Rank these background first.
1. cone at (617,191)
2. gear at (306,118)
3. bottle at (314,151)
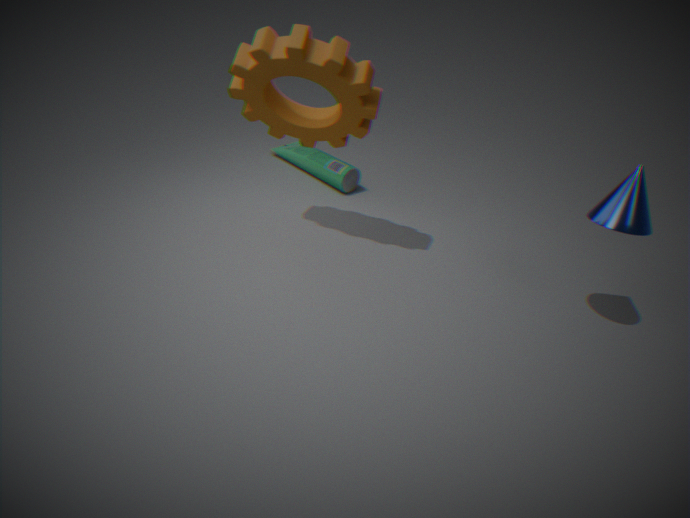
bottle at (314,151)
cone at (617,191)
gear at (306,118)
